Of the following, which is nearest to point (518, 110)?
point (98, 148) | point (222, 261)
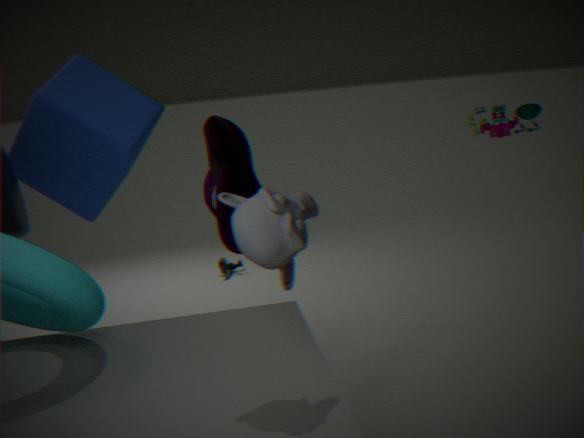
point (98, 148)
